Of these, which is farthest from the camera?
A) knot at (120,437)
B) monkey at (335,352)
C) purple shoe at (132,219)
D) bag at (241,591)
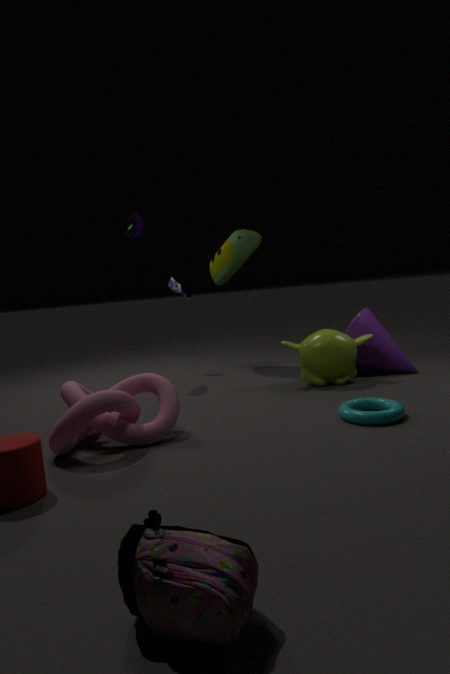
purple shoe at (132,219)
